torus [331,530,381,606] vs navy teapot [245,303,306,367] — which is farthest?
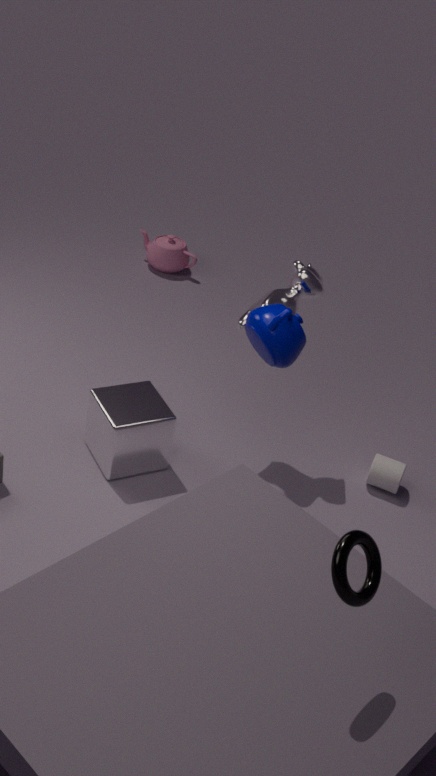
navy teapot [245,303,306,367]
